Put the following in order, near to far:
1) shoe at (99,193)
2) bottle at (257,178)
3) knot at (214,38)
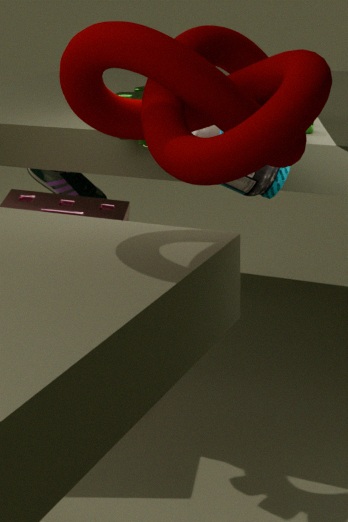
1. 3. knot at (214,38)
2. 2. bottle at (257,178)
3. 1. shoe at (99,193)
